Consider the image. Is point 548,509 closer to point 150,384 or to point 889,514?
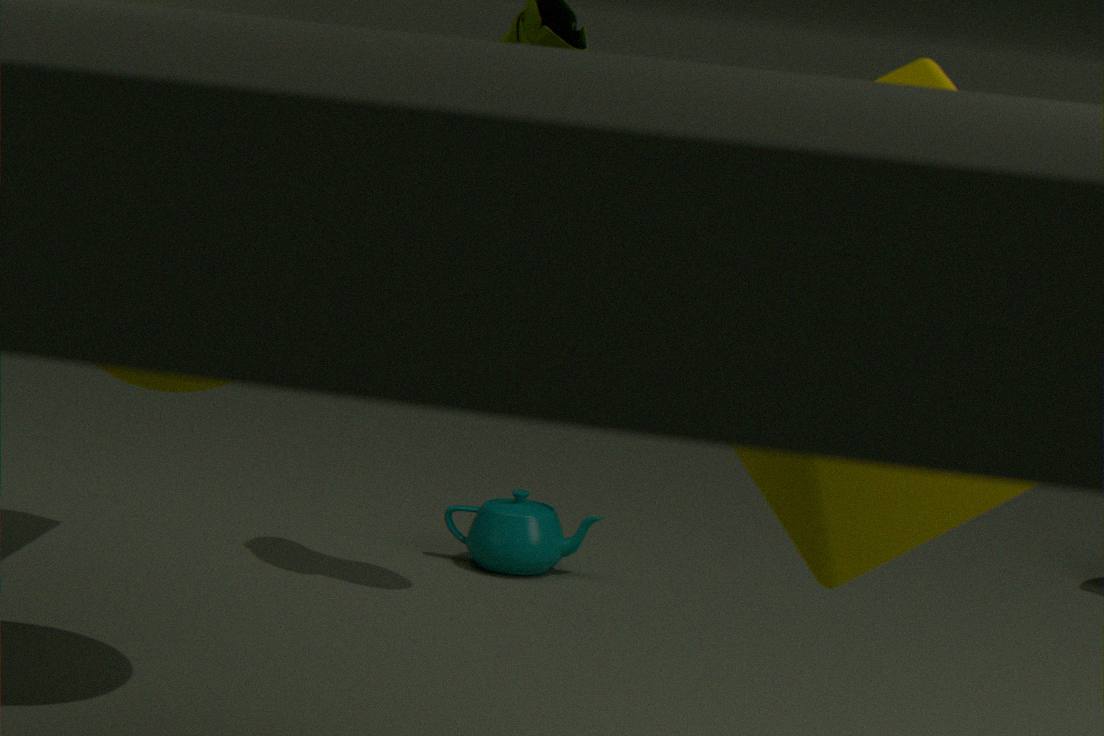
point 150,384
